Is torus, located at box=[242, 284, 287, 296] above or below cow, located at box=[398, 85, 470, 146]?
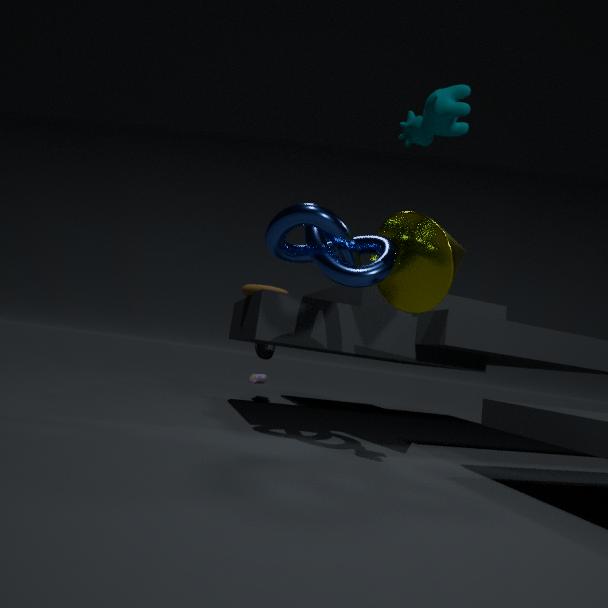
below
